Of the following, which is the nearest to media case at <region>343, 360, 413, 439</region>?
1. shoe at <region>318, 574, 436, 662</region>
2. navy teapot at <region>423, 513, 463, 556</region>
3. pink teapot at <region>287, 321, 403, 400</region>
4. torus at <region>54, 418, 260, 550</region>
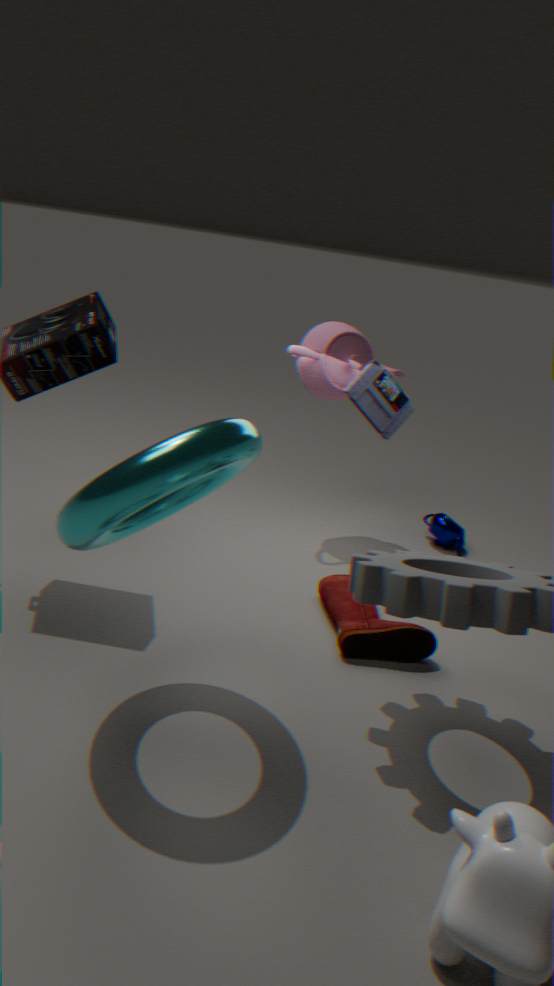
pink teapot at <region>287, 321, 403, 400</region>
